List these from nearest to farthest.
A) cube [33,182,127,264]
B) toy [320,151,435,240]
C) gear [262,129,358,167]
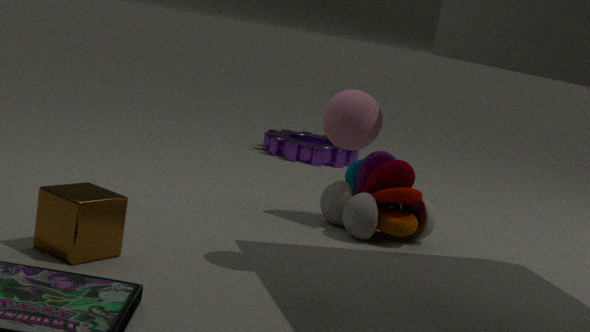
1. cube [33,182,127,264]
2. toy [320,151,435,240]
3. gear [262,129,358,167]
